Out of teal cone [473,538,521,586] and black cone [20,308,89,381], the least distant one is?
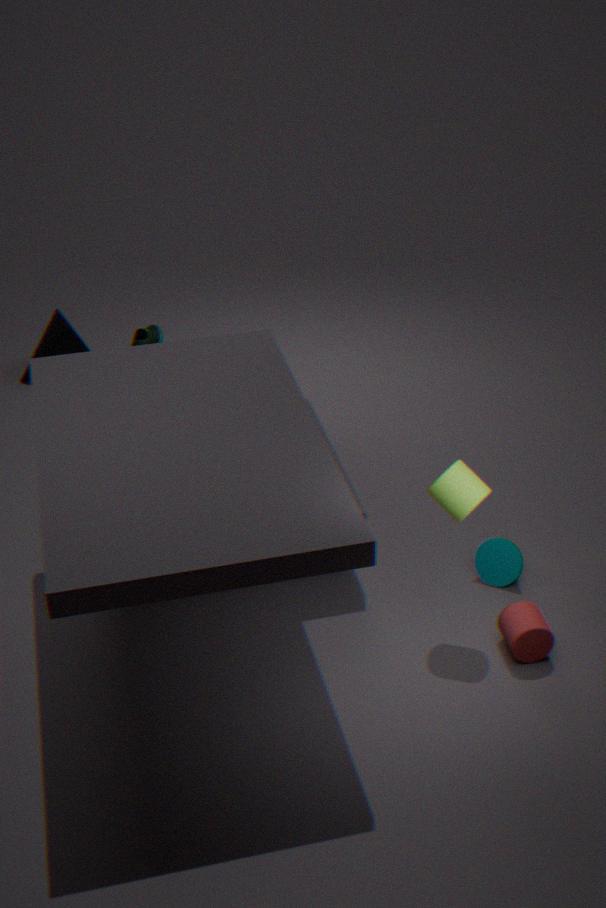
teal cone [473,538,521,586]
